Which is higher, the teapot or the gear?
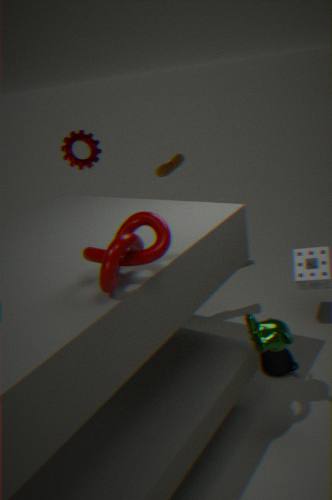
the gear
